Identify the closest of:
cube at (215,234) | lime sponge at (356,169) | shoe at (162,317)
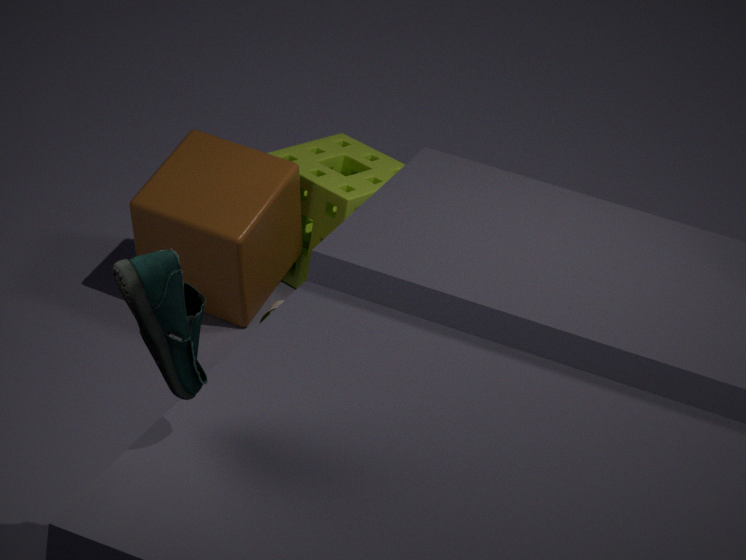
shoe at (162,317)
